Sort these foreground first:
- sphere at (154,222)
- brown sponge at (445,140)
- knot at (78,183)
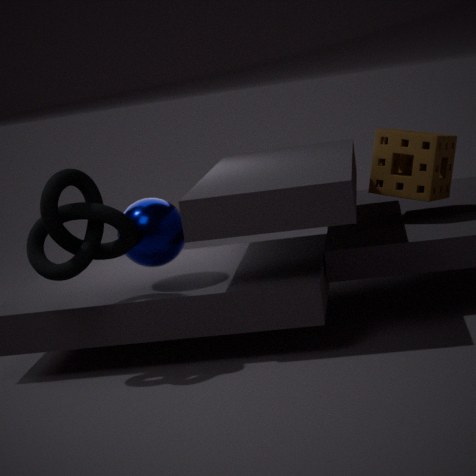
1. knot at (78,183)
2. sphere at (154,222)
3. brown sponge at (445,140)
